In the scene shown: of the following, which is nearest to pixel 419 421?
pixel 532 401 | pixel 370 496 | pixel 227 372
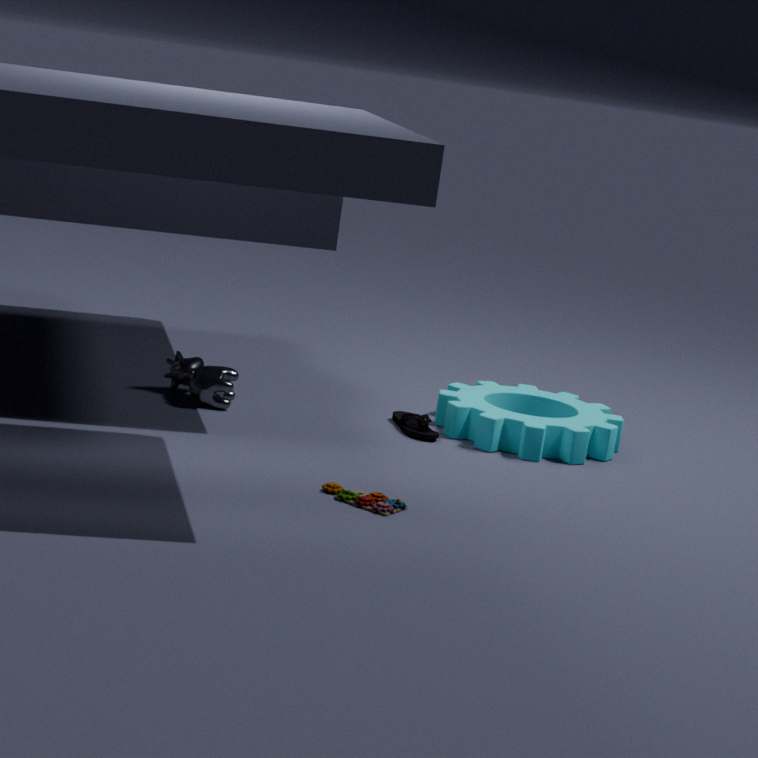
pixel 532 401
